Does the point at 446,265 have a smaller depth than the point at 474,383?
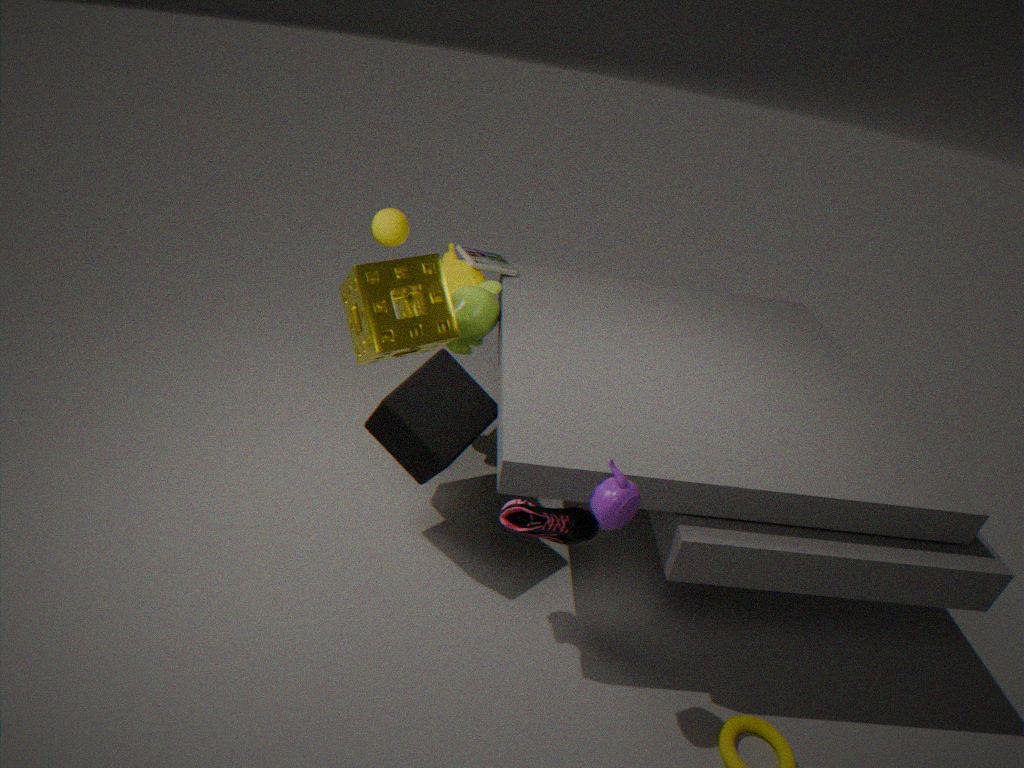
No
